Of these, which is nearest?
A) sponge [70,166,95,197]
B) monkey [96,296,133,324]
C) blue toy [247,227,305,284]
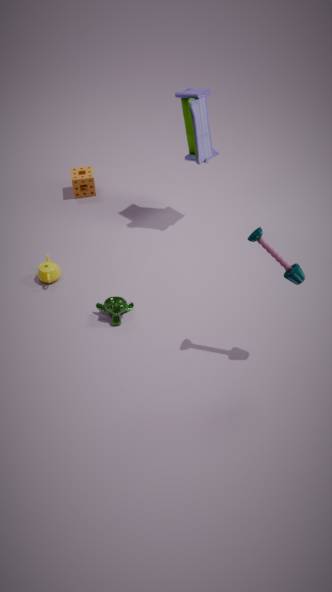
blue toy [247,227,305,284]
